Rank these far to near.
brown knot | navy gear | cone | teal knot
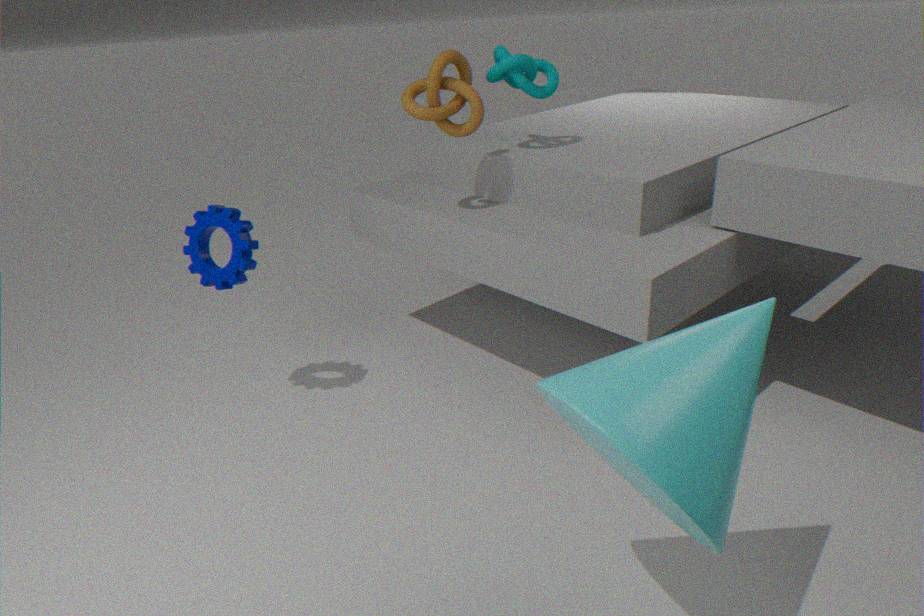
teal knot, navy gear, brown knot, cone
